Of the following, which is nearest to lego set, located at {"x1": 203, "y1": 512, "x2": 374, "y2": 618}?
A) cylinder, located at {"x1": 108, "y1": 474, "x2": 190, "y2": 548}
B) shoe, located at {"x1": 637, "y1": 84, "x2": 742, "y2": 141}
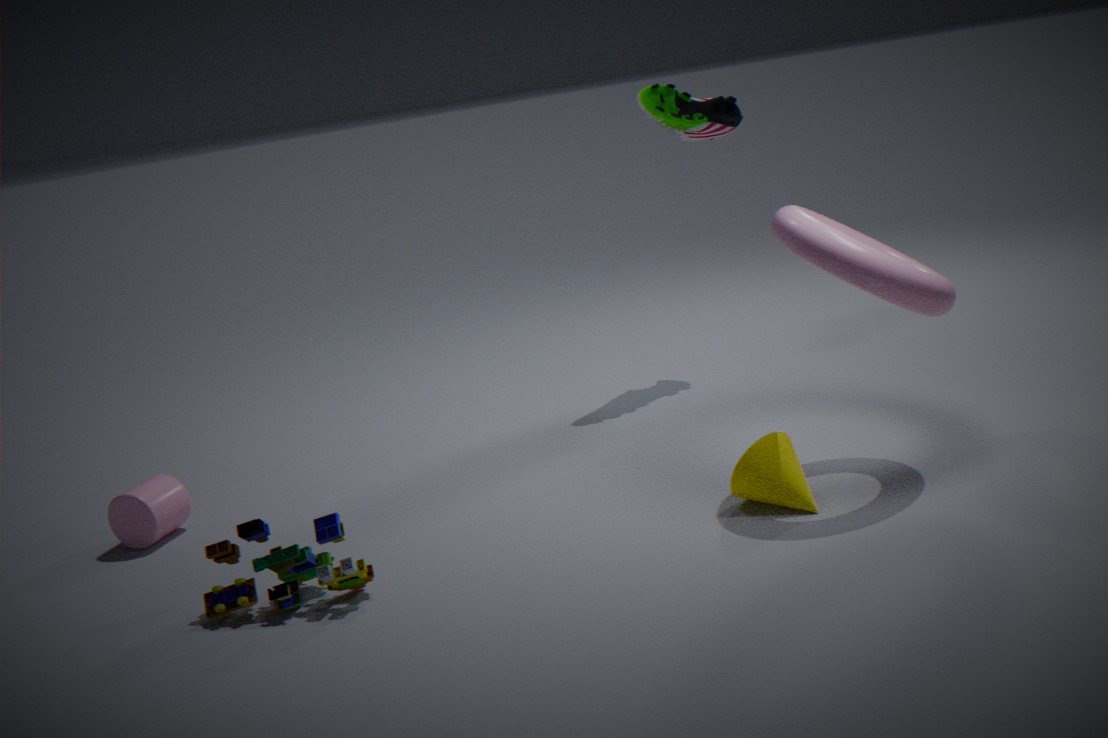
cylinder, located at {"x1": 108, "y1": 474, "x2": 190, "y2": 548}
